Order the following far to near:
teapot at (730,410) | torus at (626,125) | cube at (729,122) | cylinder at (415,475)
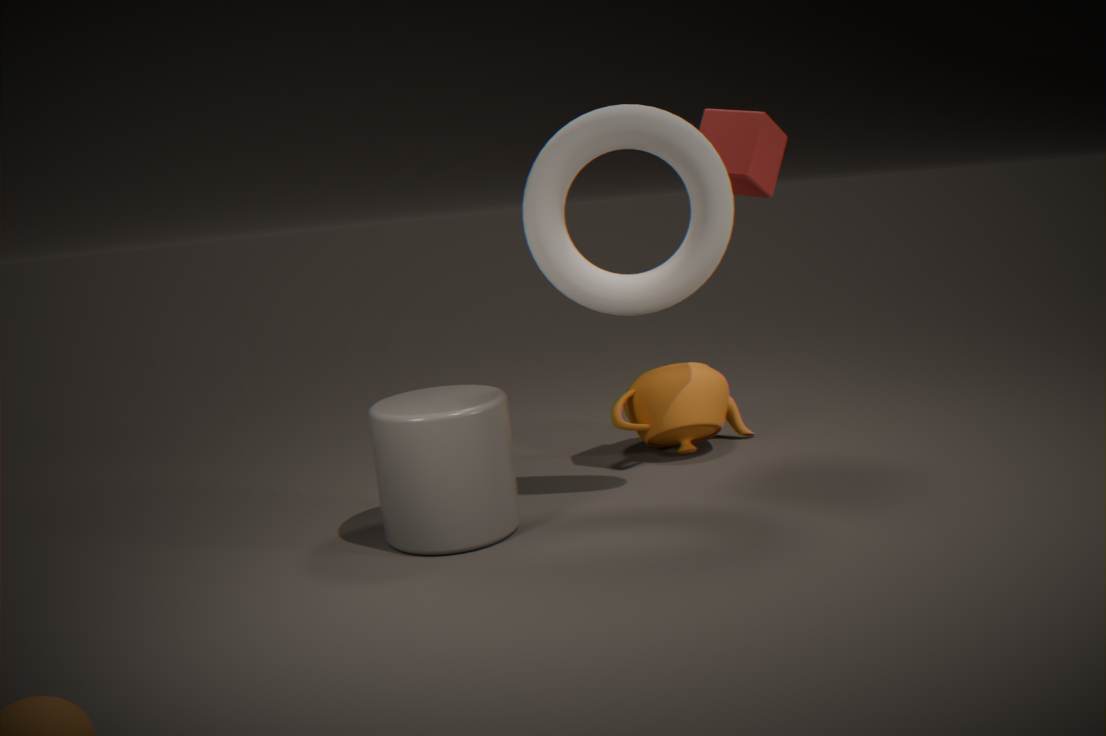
teapot at (730,410)
cube at (729,122)
torus at (626,125)
cylinder at (415,475)
